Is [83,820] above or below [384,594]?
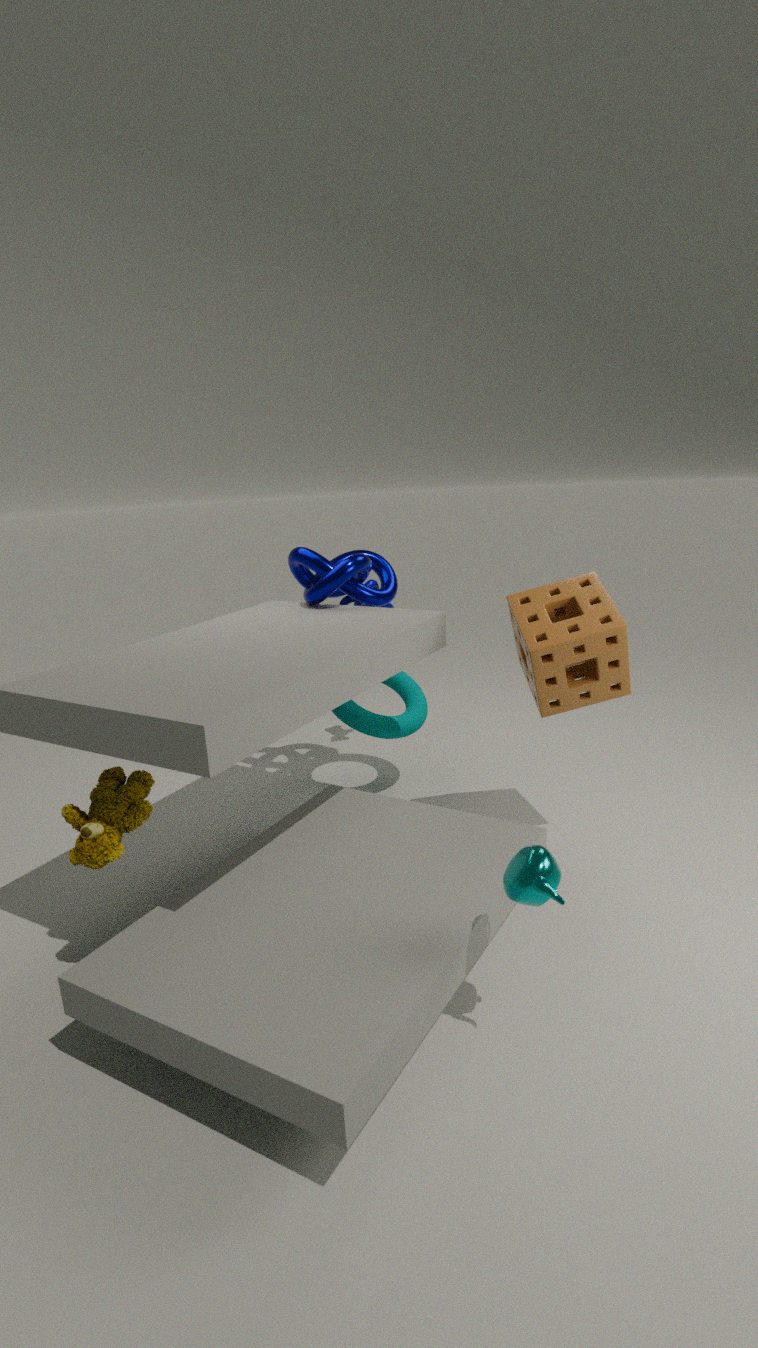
below
